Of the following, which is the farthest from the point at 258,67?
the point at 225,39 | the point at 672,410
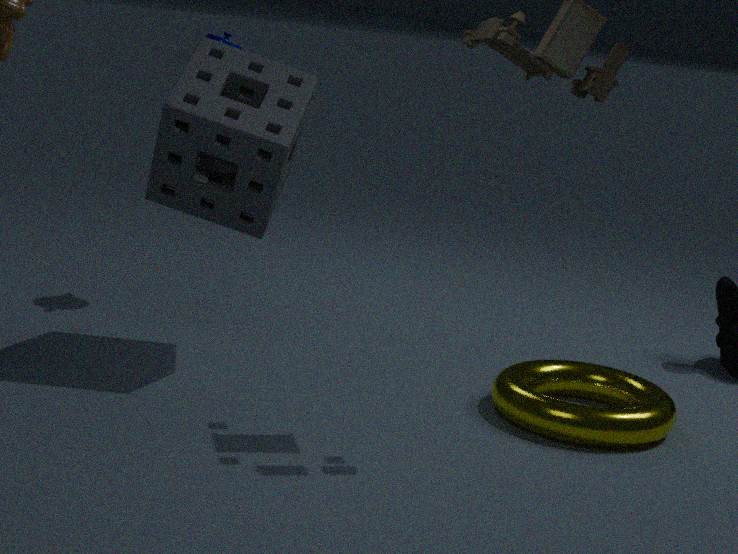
the point at 672,410
